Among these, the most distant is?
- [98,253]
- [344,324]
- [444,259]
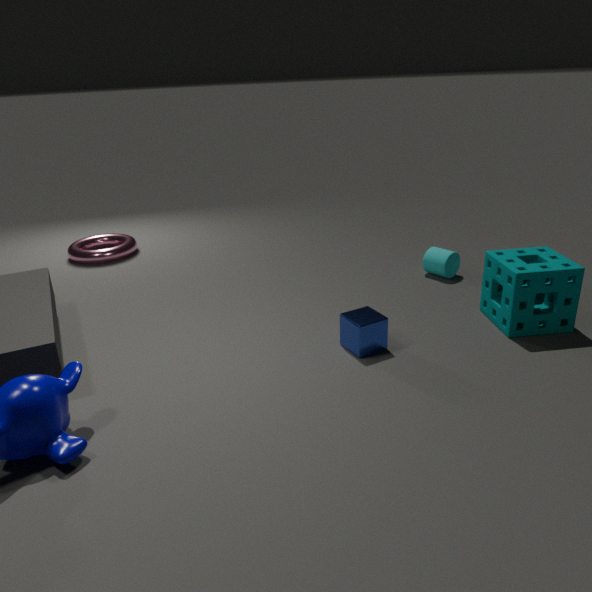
[98,253]
